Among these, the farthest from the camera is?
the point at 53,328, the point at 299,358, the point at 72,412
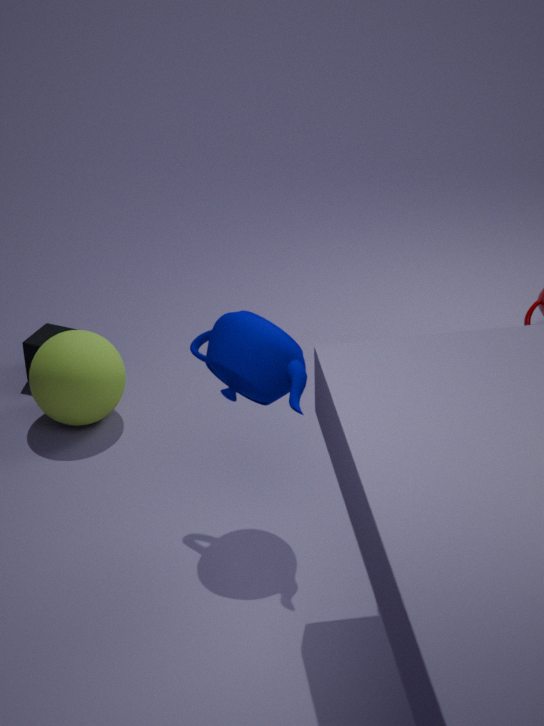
the point at 53,328
